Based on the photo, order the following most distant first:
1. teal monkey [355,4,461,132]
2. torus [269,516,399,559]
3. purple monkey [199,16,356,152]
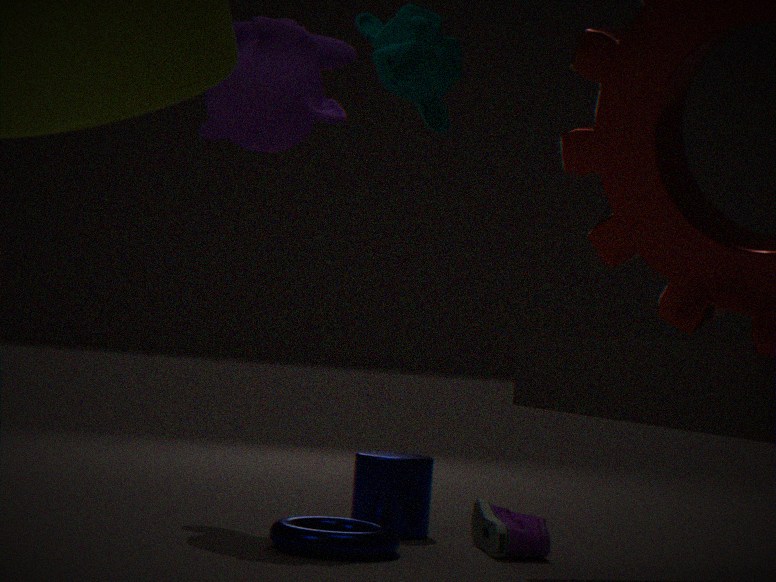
1. purple monkey [199,16,356,152]
2. torus [269,516,399,559]
3. teal monkey [355,4,461,132]
